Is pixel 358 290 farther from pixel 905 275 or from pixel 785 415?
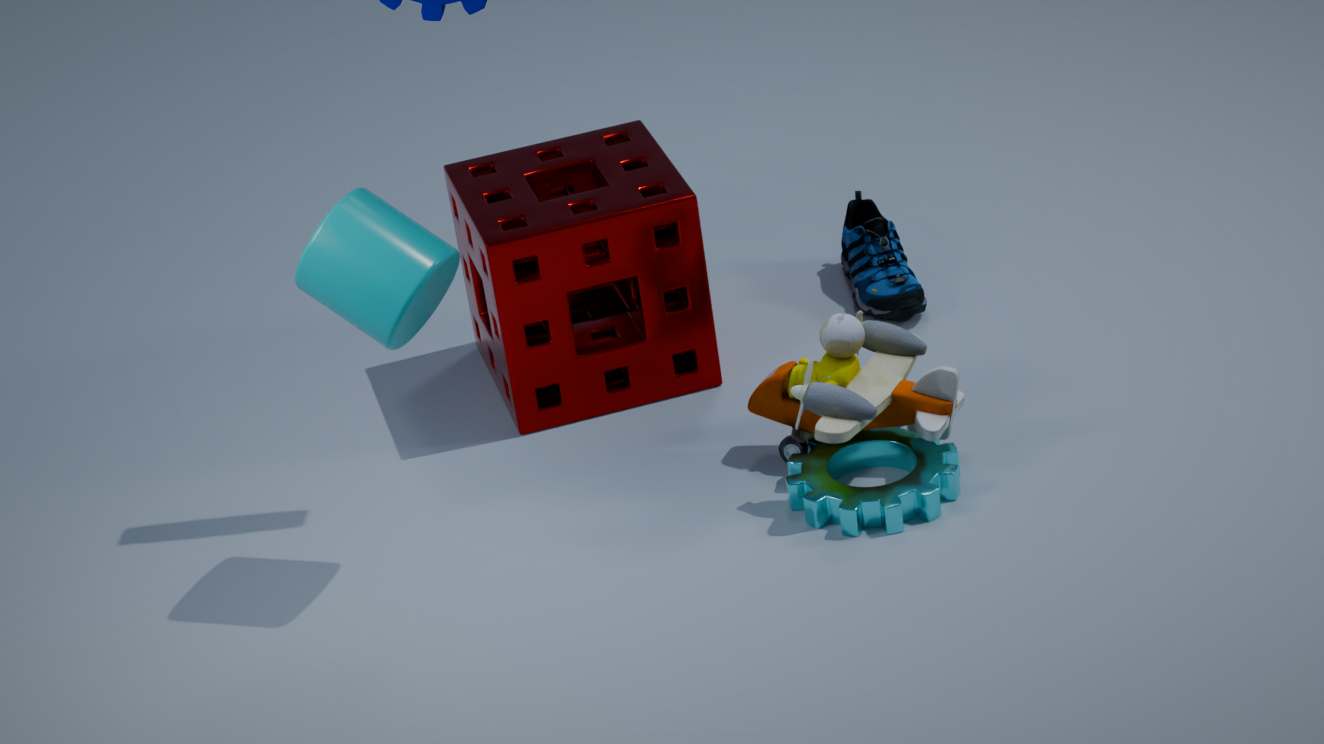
pixel 905 275
